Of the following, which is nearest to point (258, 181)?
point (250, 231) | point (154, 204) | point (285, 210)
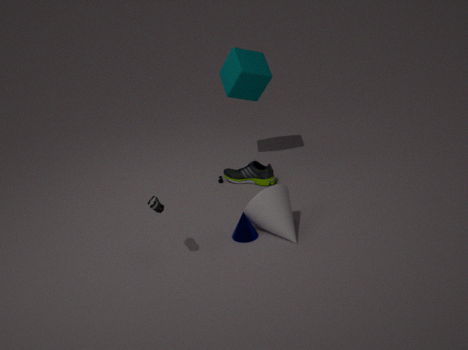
point (285, 210)
